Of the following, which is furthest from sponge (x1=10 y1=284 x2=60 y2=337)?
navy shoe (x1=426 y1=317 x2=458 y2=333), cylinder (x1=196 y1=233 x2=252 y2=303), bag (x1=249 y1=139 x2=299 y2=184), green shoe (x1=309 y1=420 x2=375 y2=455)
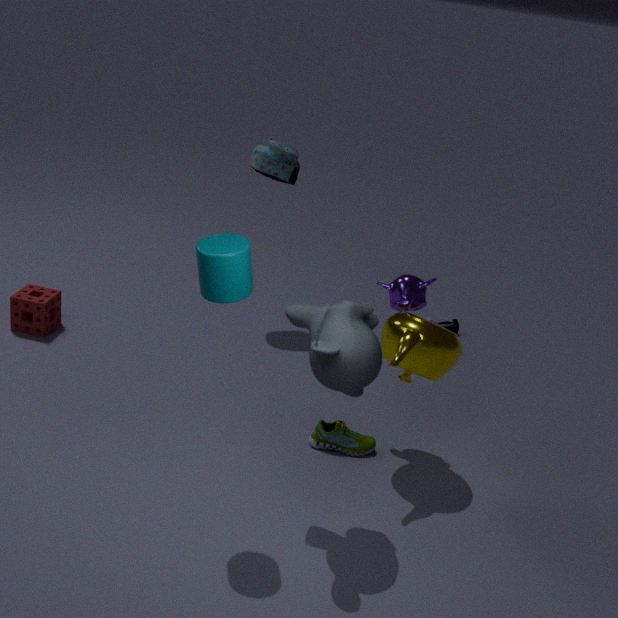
navy shoe (x1=426 y1=317 x2=458 y2=333)
